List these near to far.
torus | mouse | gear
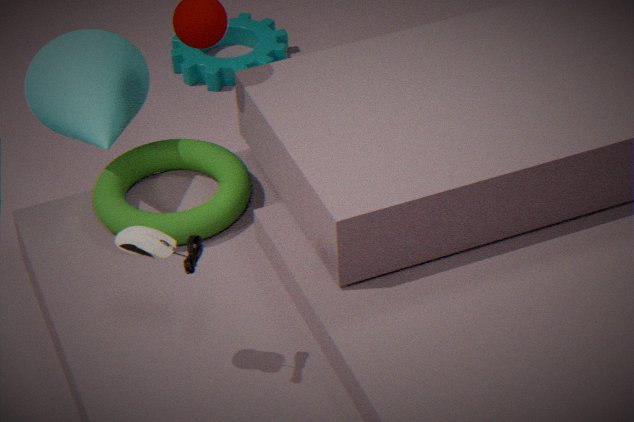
1. mouse
2. torus
3. gear
